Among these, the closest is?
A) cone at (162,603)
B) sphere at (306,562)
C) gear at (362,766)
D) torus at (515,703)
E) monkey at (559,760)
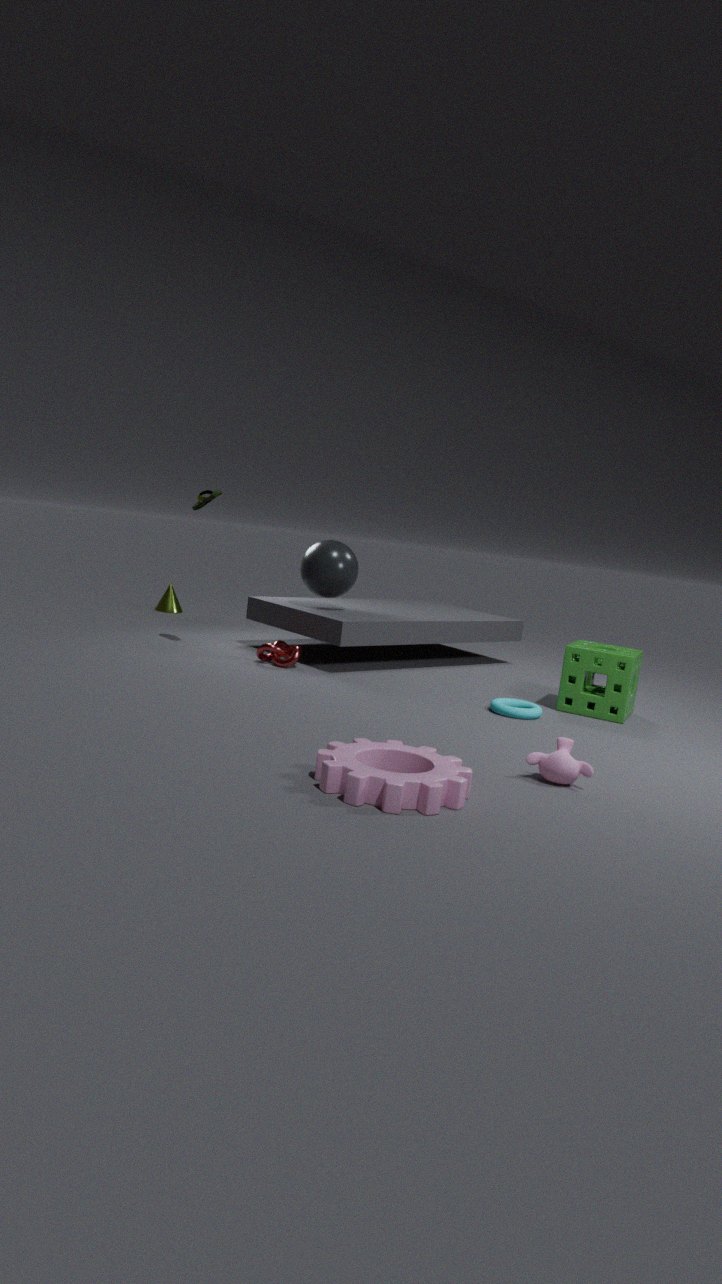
gear at (362,766)
